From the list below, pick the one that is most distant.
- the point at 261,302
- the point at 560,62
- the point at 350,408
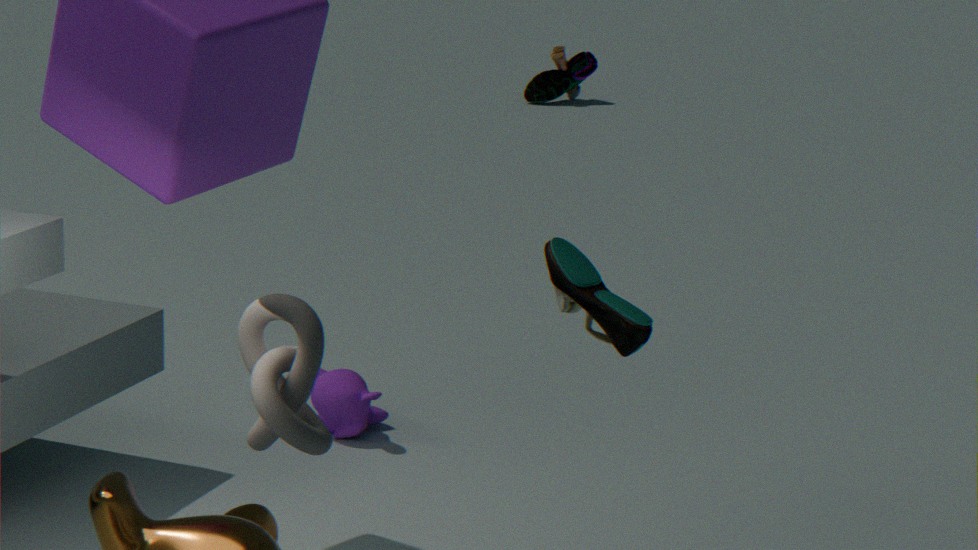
the point at 560,62
